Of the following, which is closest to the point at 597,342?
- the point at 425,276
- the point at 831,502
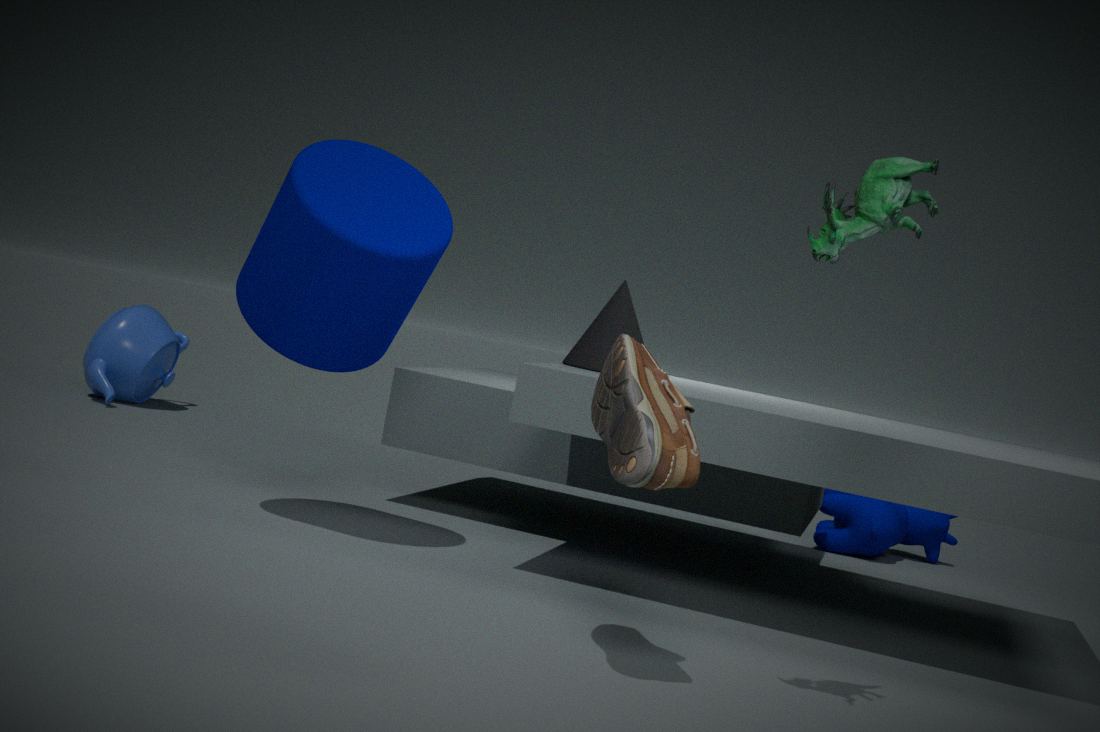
the point at 425,276
